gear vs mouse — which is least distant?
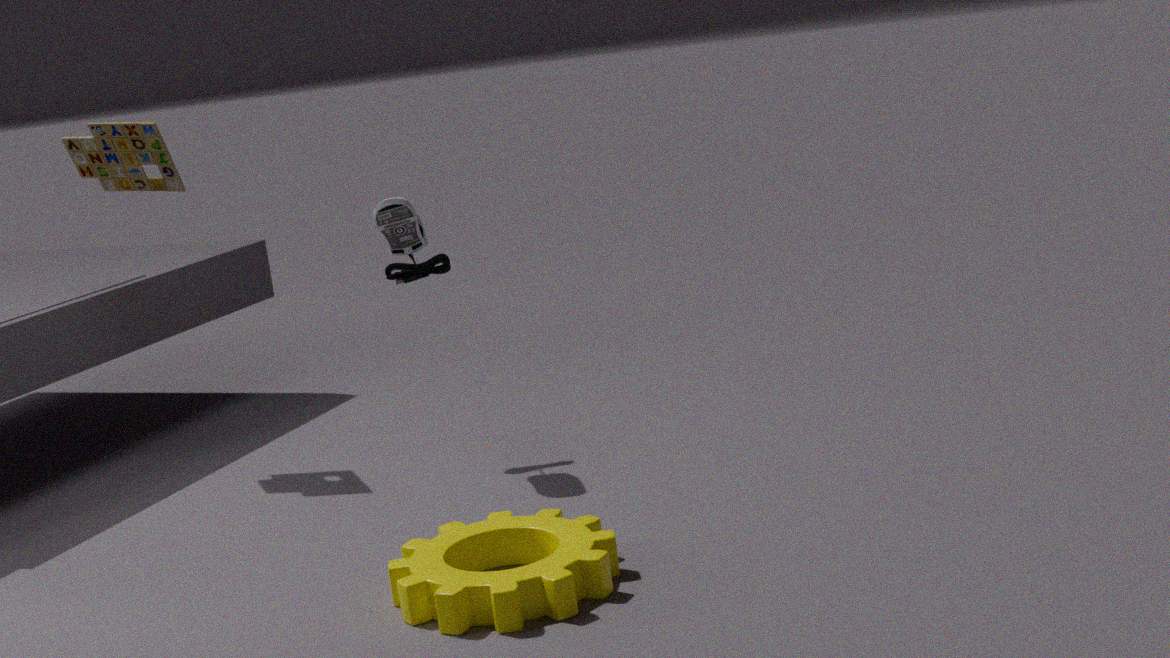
gear
